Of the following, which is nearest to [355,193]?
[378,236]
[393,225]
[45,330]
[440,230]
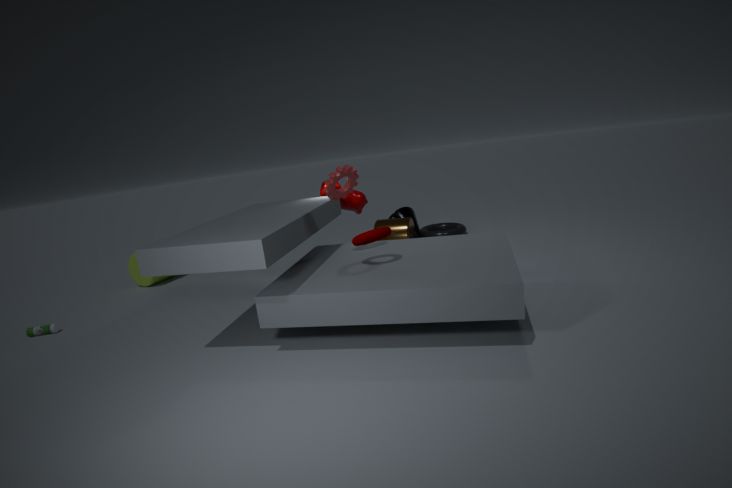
[393,225]
